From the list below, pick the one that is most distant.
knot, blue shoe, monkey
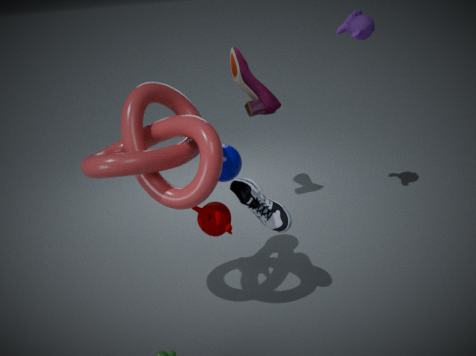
monkey
